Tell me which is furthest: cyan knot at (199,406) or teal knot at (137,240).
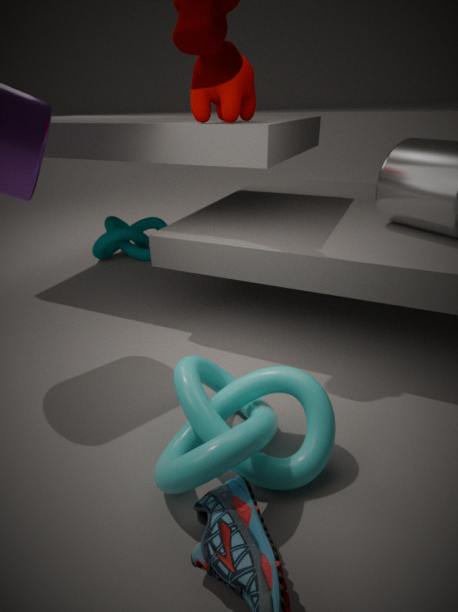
teal knot at (137,240)
